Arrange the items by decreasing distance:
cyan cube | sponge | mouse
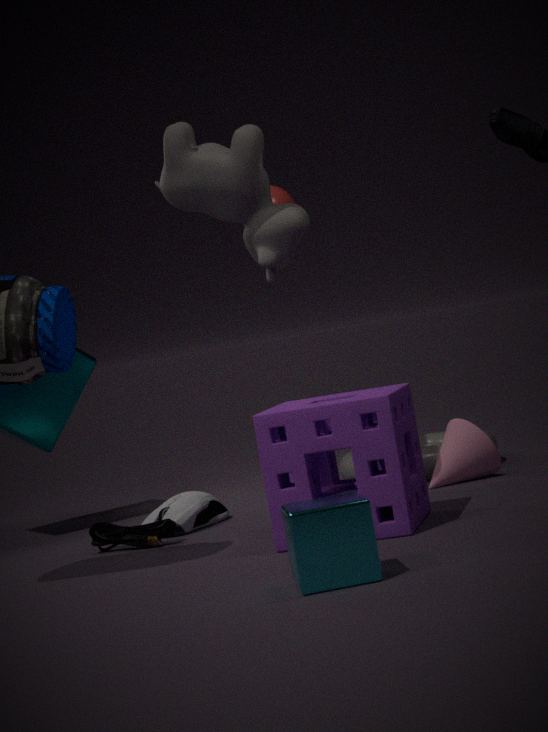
1. mouse
2. sponge
3. cyan cube
